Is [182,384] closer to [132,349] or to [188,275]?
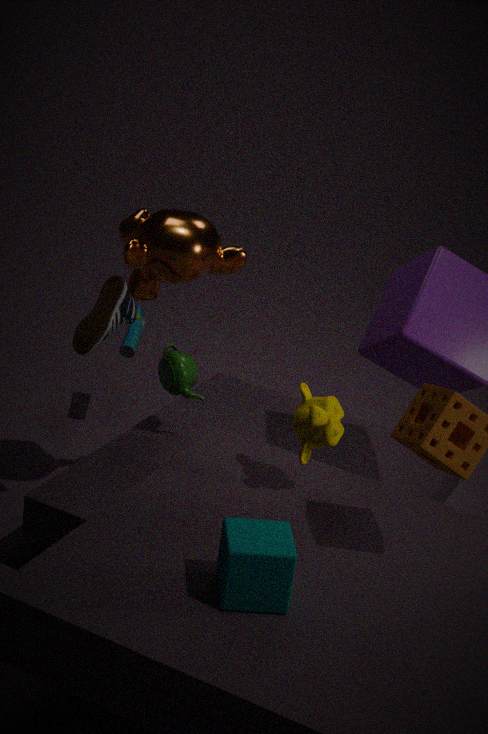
[188,275]
